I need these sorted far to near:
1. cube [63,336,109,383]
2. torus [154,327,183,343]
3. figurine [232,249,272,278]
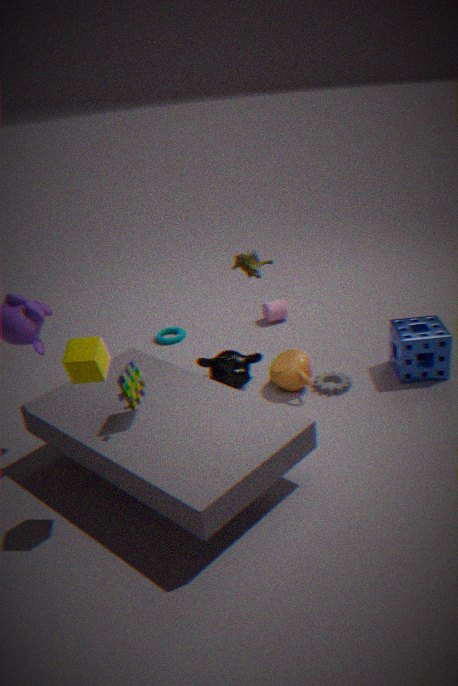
torus [154,327,183,343] → figurine [232,249,272,278] → cube [63,336,109,383]
